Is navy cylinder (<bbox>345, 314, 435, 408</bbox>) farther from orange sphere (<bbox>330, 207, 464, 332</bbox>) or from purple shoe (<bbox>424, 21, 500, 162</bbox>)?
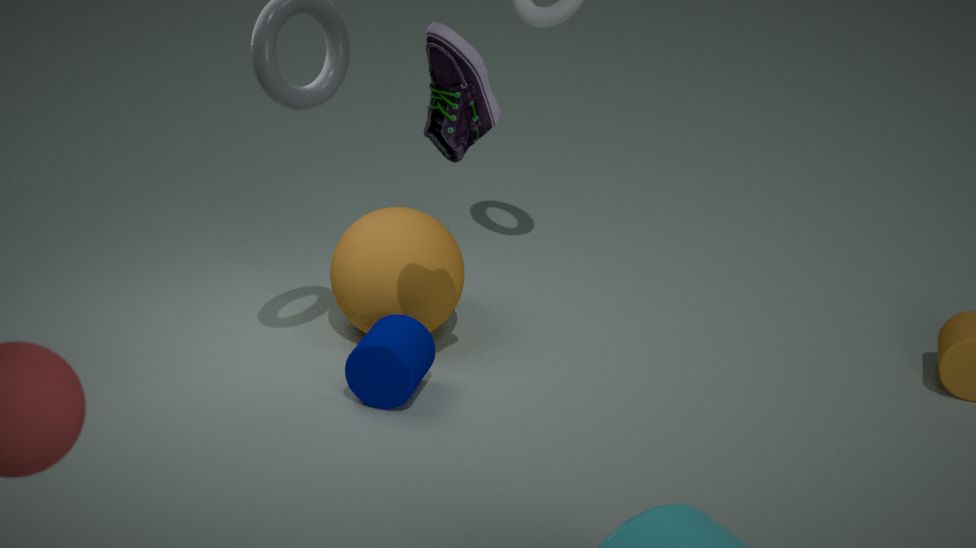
purple shoe (<bbox>424, 21, 500, 162</bbox>)
